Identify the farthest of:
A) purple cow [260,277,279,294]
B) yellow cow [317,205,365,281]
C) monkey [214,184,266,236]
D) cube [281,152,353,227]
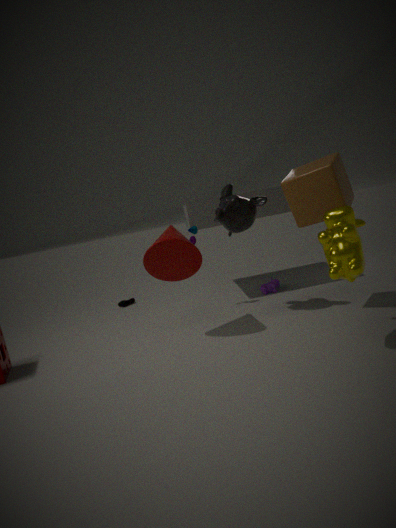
purple cow [260,277,279,294]
